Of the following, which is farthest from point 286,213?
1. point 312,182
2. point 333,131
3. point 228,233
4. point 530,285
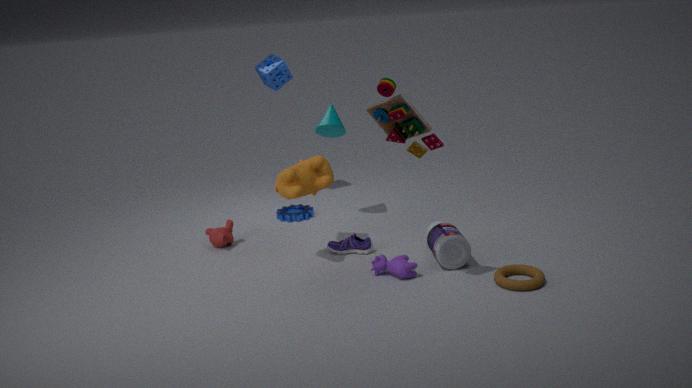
point 530,285
